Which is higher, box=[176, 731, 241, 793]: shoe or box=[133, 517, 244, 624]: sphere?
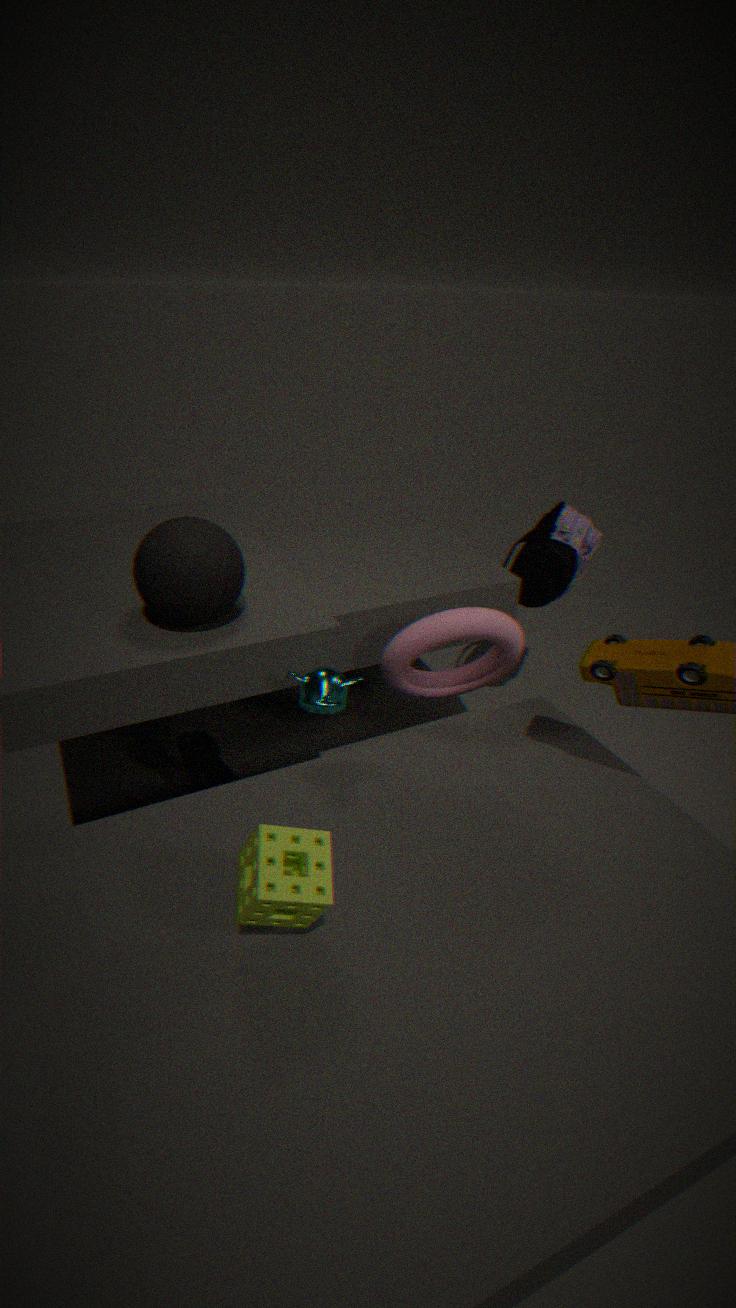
box=[133, 517, 244, 624]: sphere
